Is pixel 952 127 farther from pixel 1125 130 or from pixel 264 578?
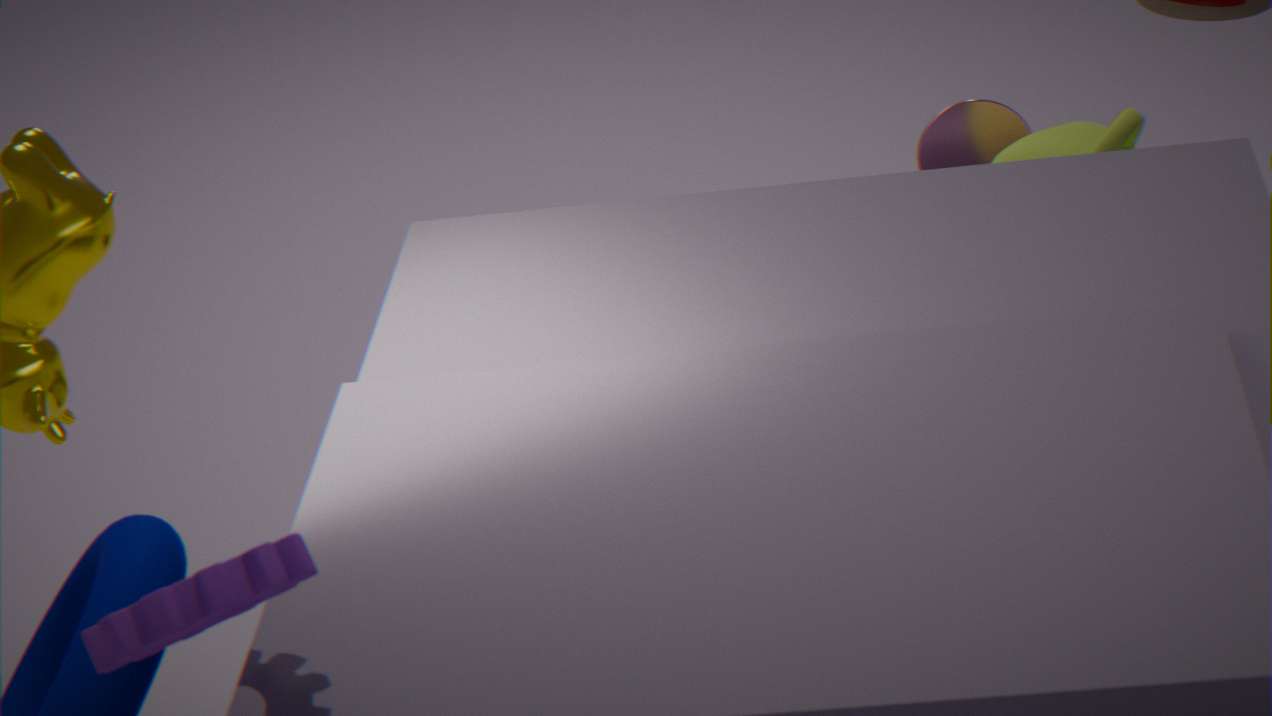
pixel 264 578
